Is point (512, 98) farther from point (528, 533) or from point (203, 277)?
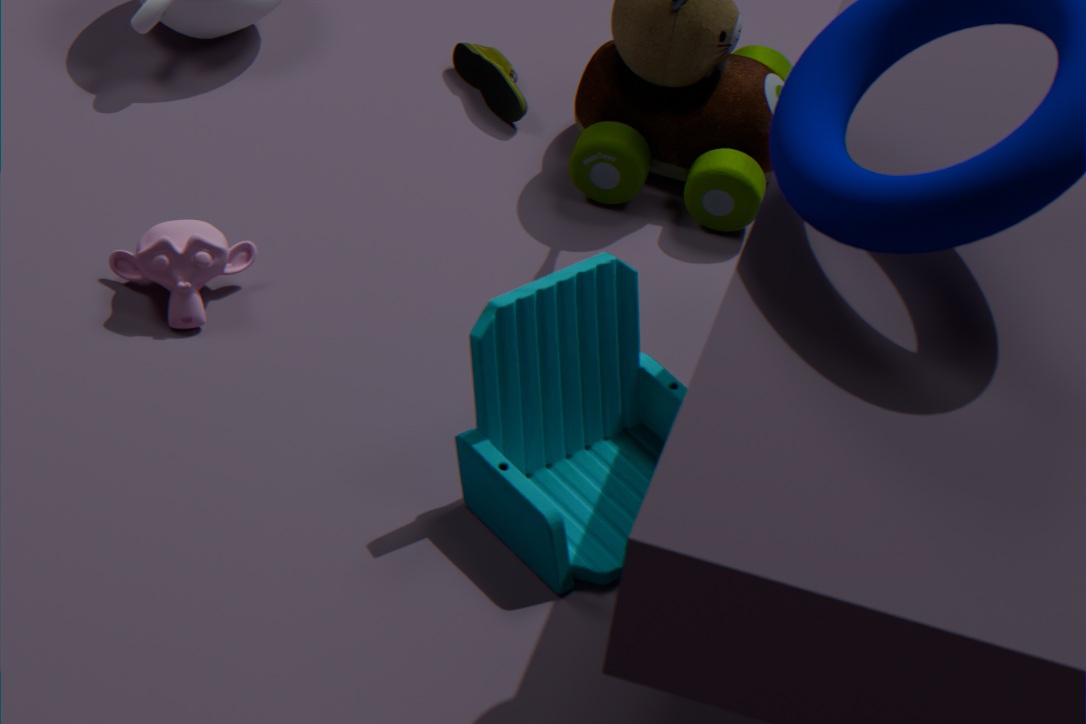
point (528, 533)
